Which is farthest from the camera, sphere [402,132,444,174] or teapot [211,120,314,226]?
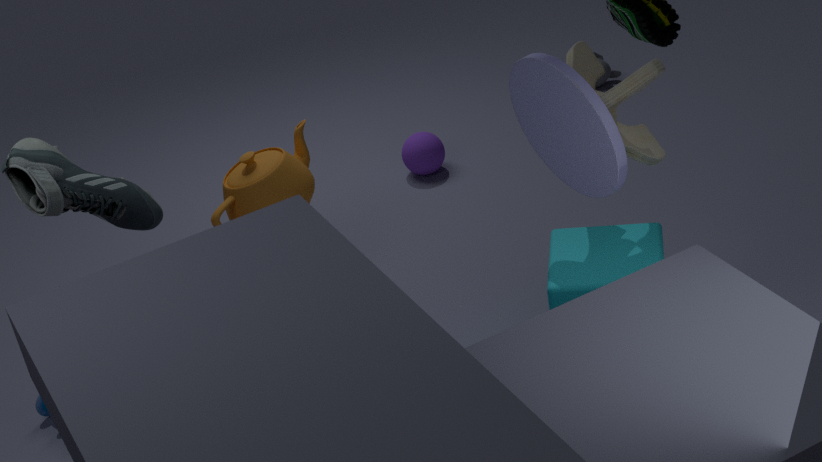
sphere [402,132,444,174]
